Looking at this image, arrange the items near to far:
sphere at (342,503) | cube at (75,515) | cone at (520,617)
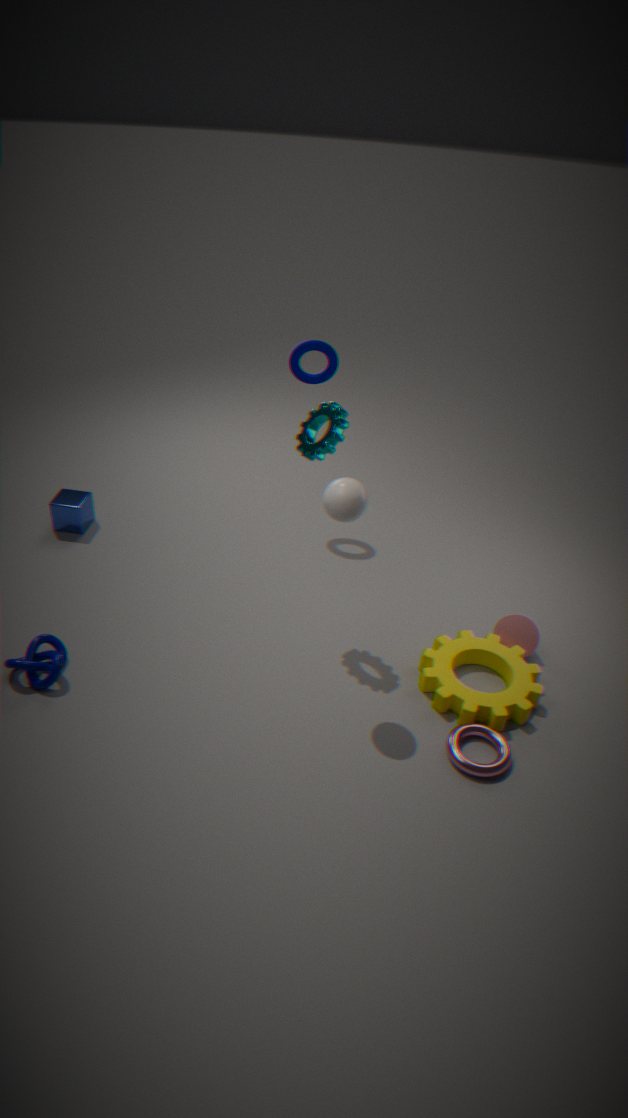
sphere at (342,503) < cone at (520,617) < cube at (75,515)
